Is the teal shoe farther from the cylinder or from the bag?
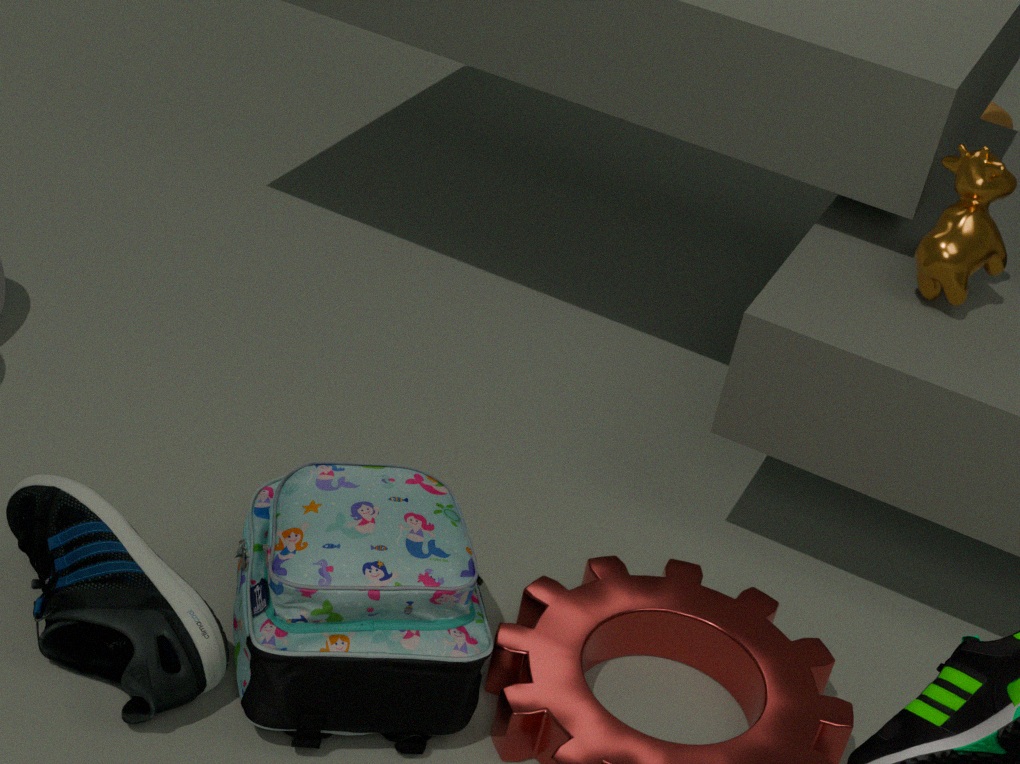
the cylinder
